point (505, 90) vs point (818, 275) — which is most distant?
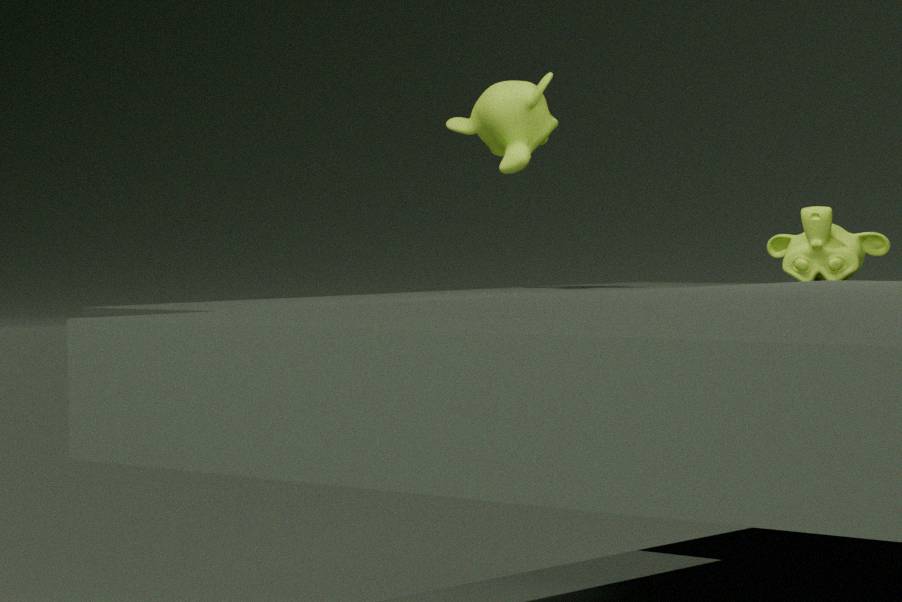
point (818, 275)
